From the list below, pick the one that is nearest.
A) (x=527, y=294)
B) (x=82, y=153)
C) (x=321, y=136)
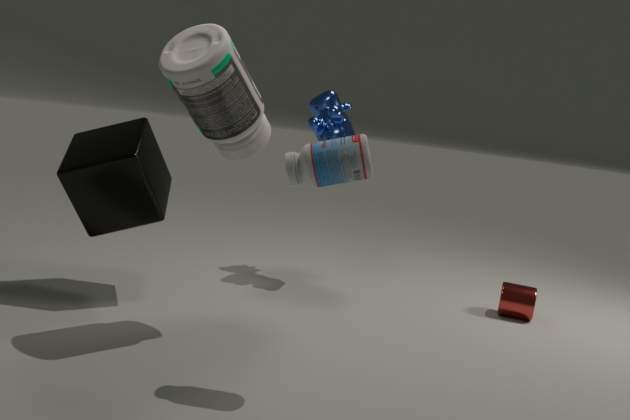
(x=82, y=153)
